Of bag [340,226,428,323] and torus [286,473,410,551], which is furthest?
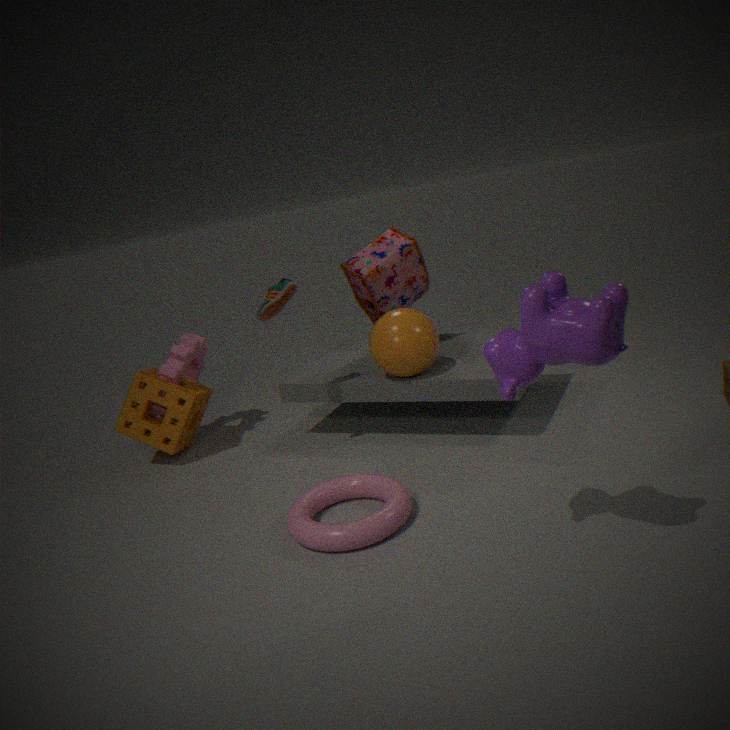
bag [340,226,428,323]
